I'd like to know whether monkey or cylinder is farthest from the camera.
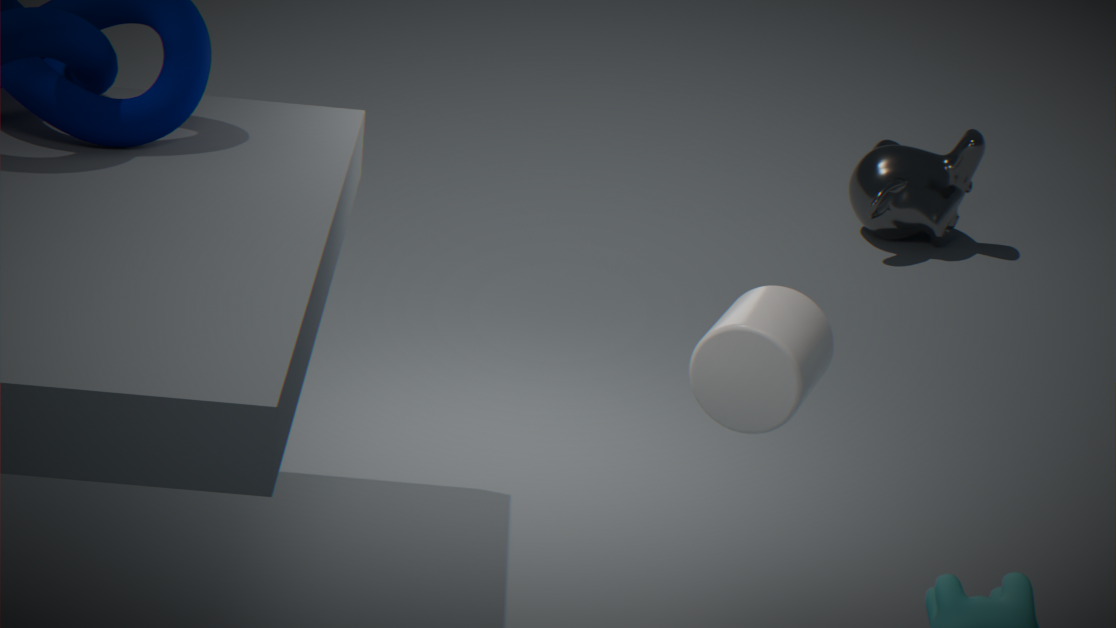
monkey
